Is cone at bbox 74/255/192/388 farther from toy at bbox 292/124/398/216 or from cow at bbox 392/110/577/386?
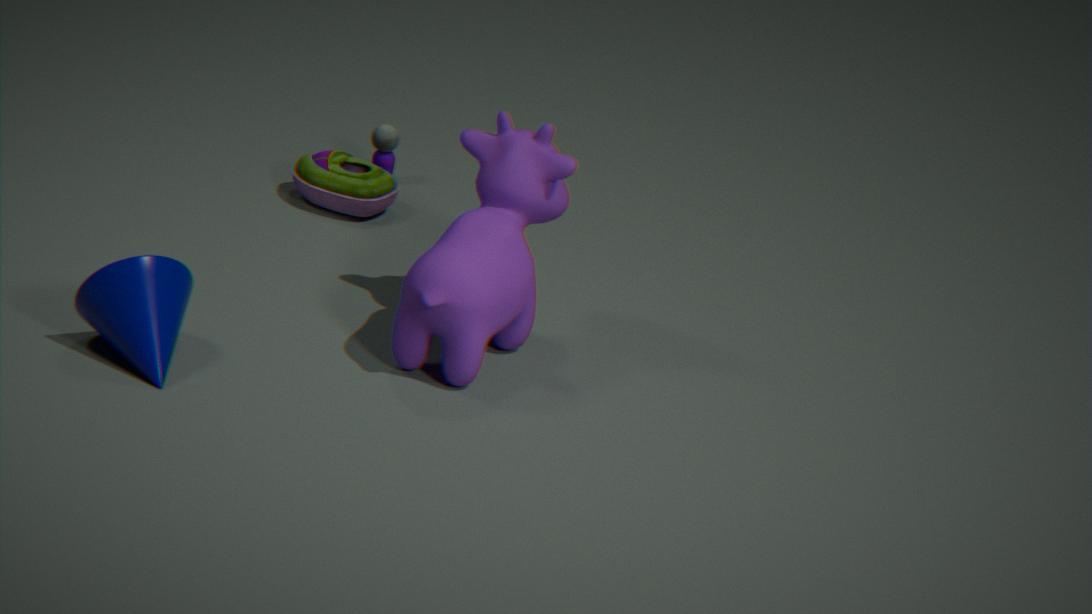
toy at bbox 292/124/398/216
